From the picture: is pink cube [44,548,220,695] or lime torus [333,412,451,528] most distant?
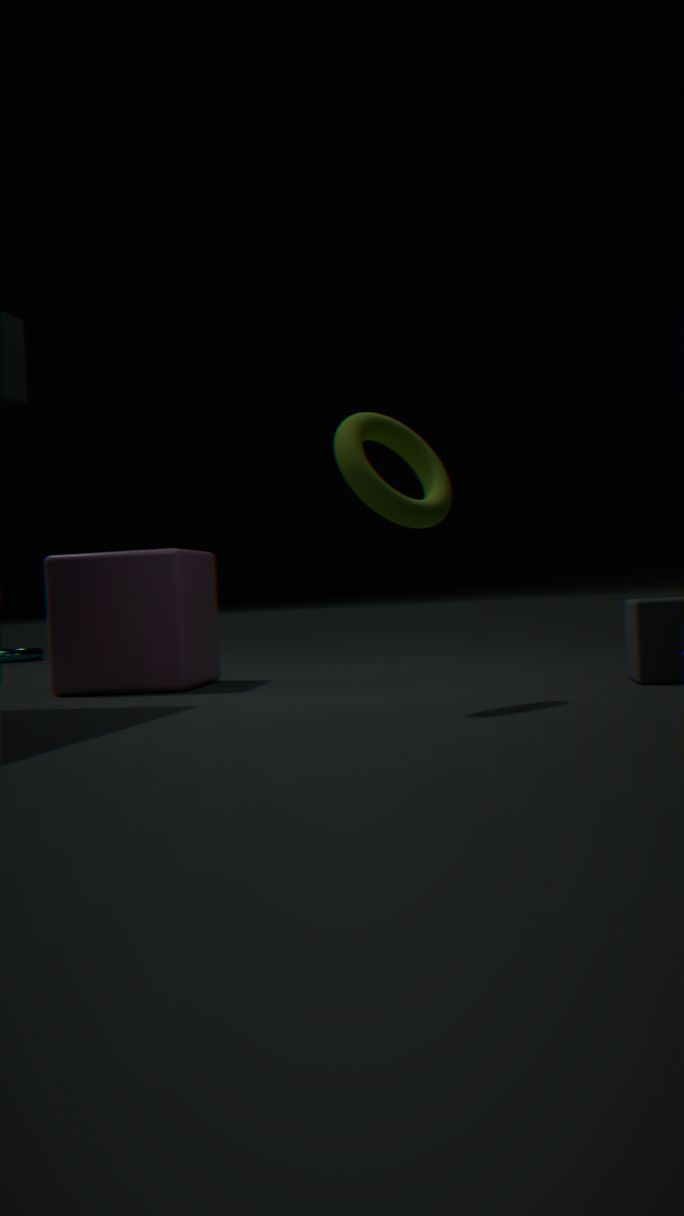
pink cube [44,548,220,695]
